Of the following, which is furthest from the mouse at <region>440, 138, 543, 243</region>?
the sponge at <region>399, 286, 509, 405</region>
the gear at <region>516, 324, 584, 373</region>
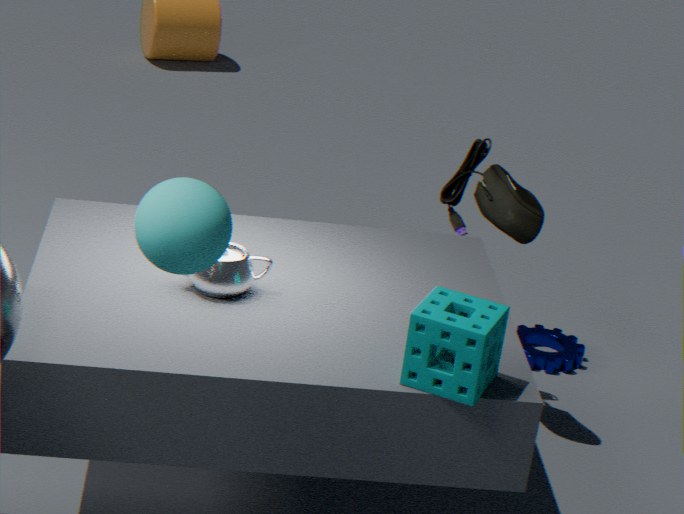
the sponge at <region>399, 286, 509, 405</region>
